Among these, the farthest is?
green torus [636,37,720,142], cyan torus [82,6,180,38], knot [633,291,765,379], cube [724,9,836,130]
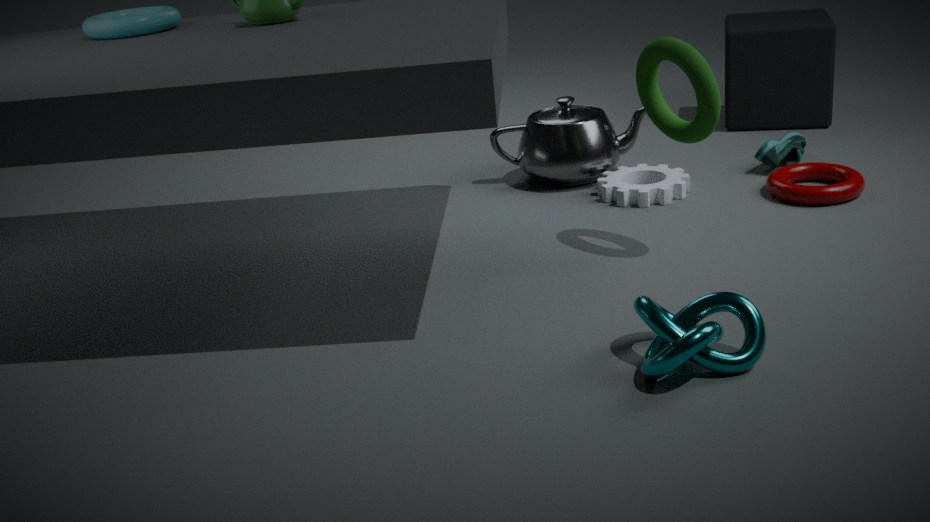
cube [724,9,836,130]
